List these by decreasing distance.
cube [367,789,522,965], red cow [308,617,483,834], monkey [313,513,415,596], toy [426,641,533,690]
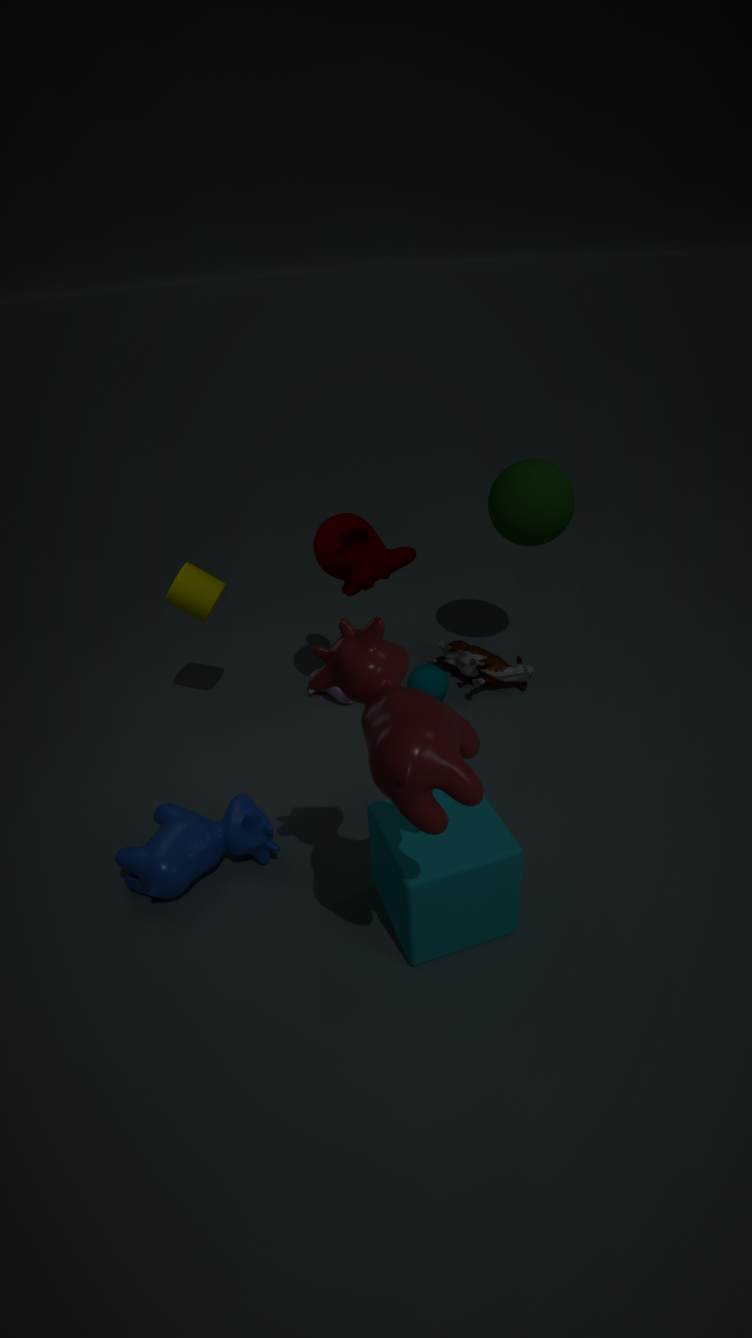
toy [426,641,533,690] < monkey [313,513,415,596] < cube [367,789,522,965] < red cow [308,617,483,834]
